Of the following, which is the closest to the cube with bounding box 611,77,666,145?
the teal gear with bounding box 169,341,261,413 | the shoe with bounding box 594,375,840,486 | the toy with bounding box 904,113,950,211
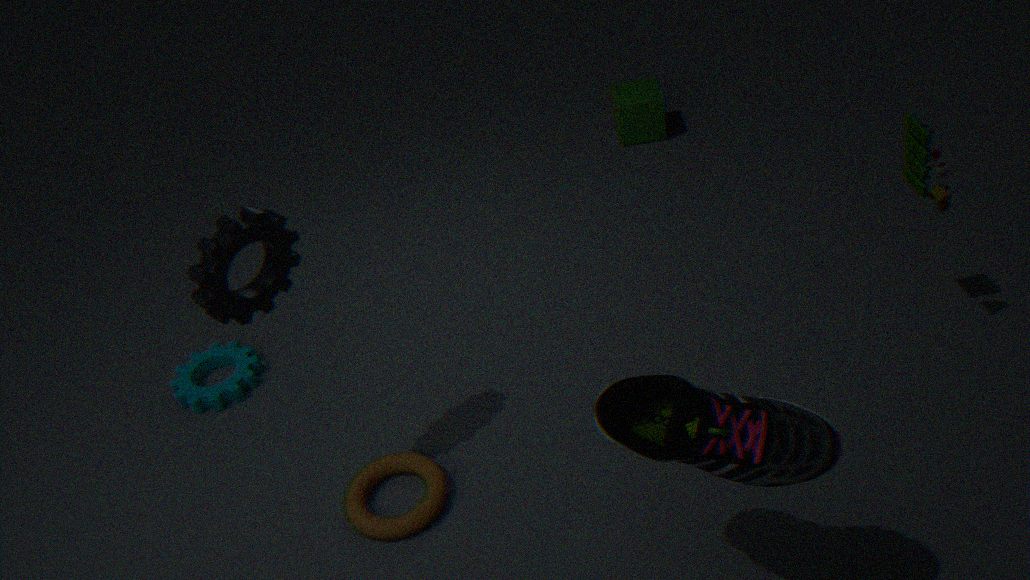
the toy with bounding box 904,113,950,211
